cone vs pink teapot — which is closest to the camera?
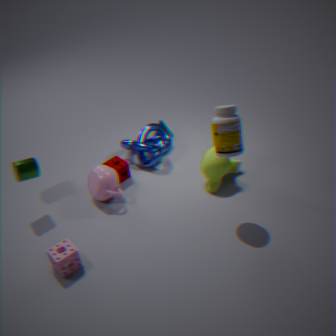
pink teapot
